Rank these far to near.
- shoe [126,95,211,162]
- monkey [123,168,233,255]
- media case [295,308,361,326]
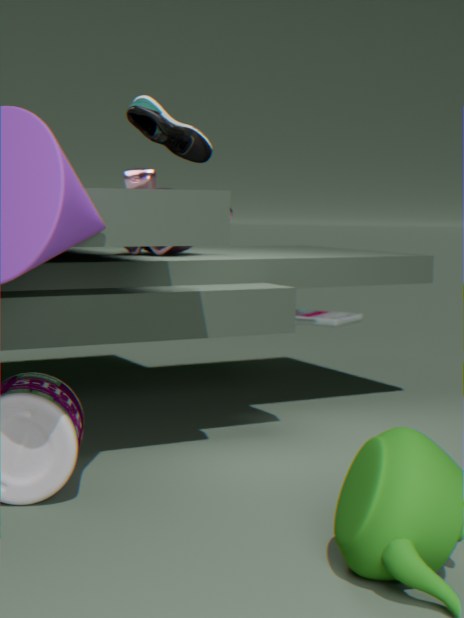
media case [295,308,361,326] → monkey [123,168,233,255] → shoe [126,95,211,162]
